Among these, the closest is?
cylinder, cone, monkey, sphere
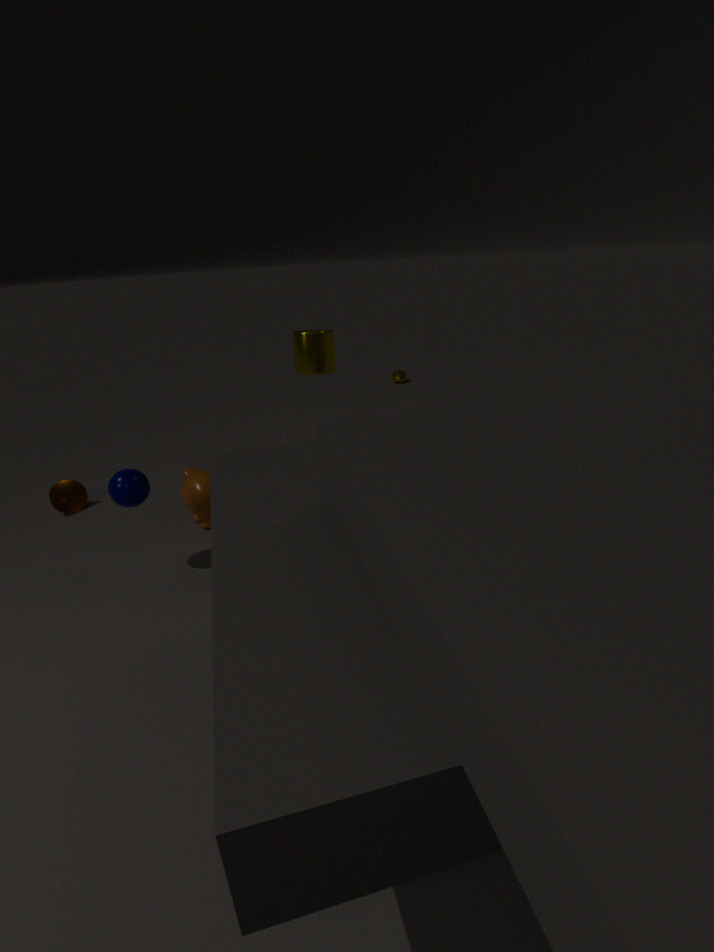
cylinder
